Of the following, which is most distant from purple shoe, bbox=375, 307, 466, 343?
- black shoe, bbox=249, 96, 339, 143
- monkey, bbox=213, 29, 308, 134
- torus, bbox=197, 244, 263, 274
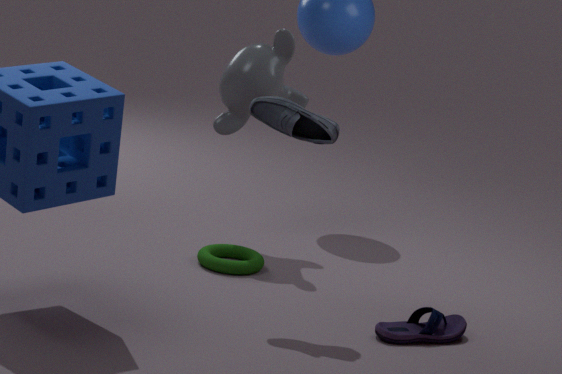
monkey, bbox=213, 29, 308, 134
